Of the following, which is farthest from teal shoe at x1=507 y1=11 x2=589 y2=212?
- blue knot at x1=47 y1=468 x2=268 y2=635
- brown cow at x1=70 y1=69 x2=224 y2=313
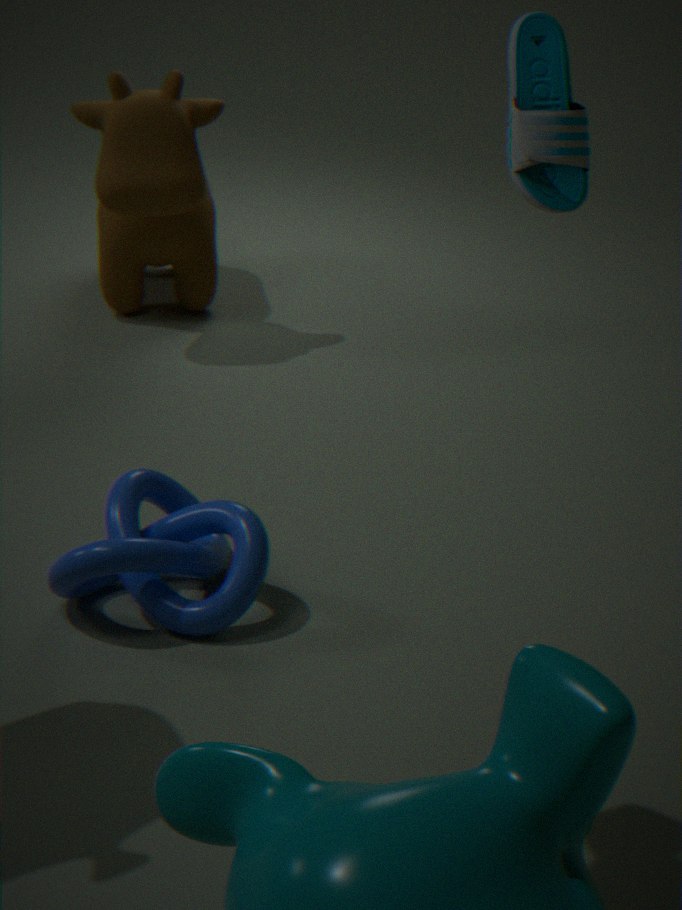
brown cow at x1=70 y1=69 x2=224 y2=313
